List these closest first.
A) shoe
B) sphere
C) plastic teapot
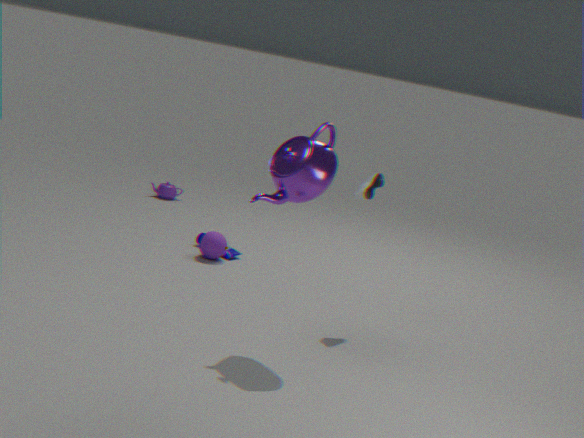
shoe, sphere, plastic teapot
